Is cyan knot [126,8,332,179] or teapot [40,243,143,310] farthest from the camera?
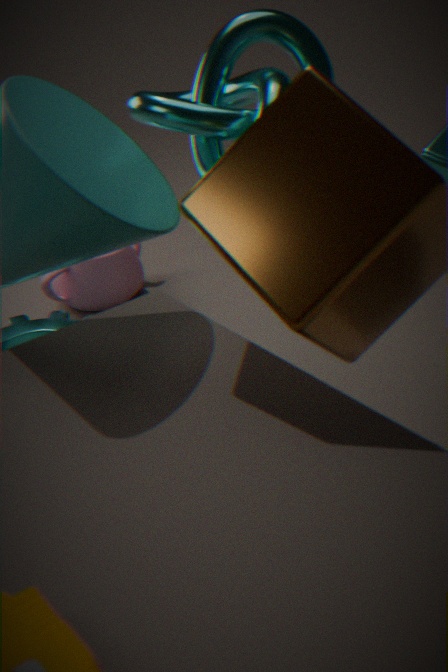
teapot [40,243,143,310]
